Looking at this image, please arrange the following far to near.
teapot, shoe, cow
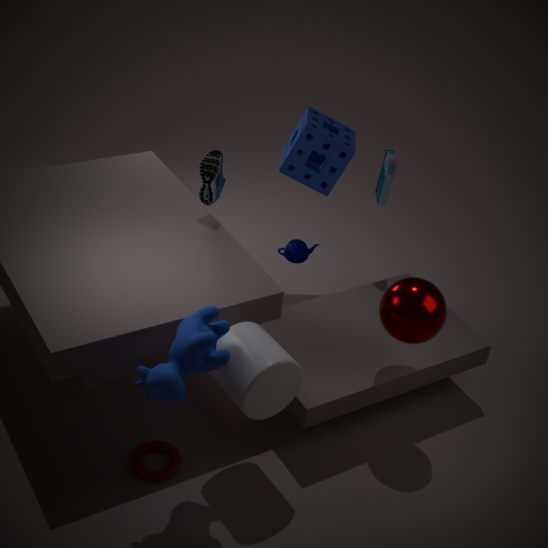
teapot → shoe → cow
